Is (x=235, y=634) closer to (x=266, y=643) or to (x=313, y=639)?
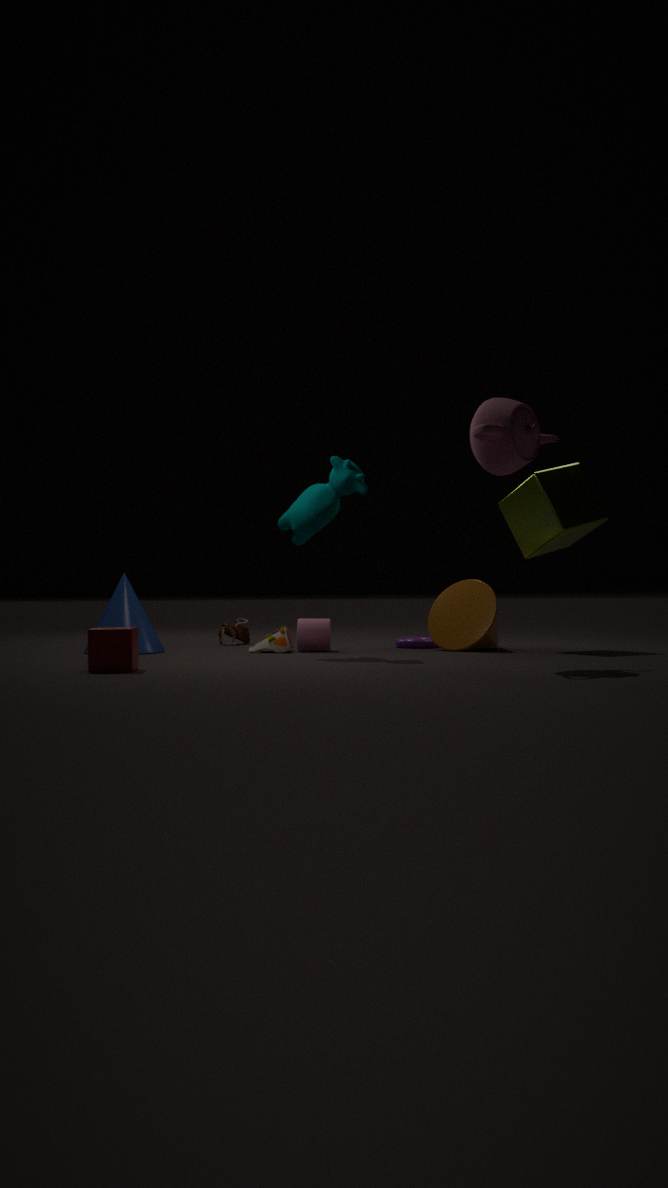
(x=266, y=643)
